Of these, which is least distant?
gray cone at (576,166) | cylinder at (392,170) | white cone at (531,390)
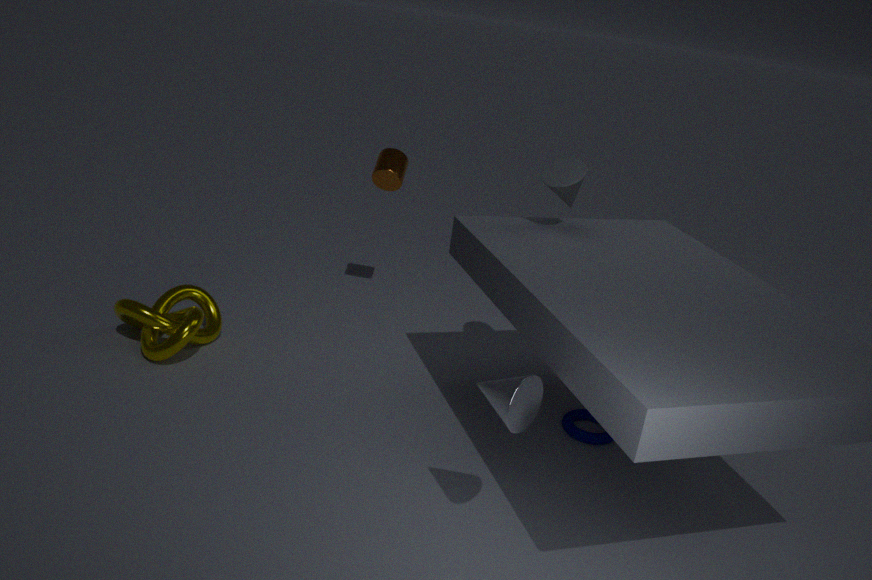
white cone at (531,390)
